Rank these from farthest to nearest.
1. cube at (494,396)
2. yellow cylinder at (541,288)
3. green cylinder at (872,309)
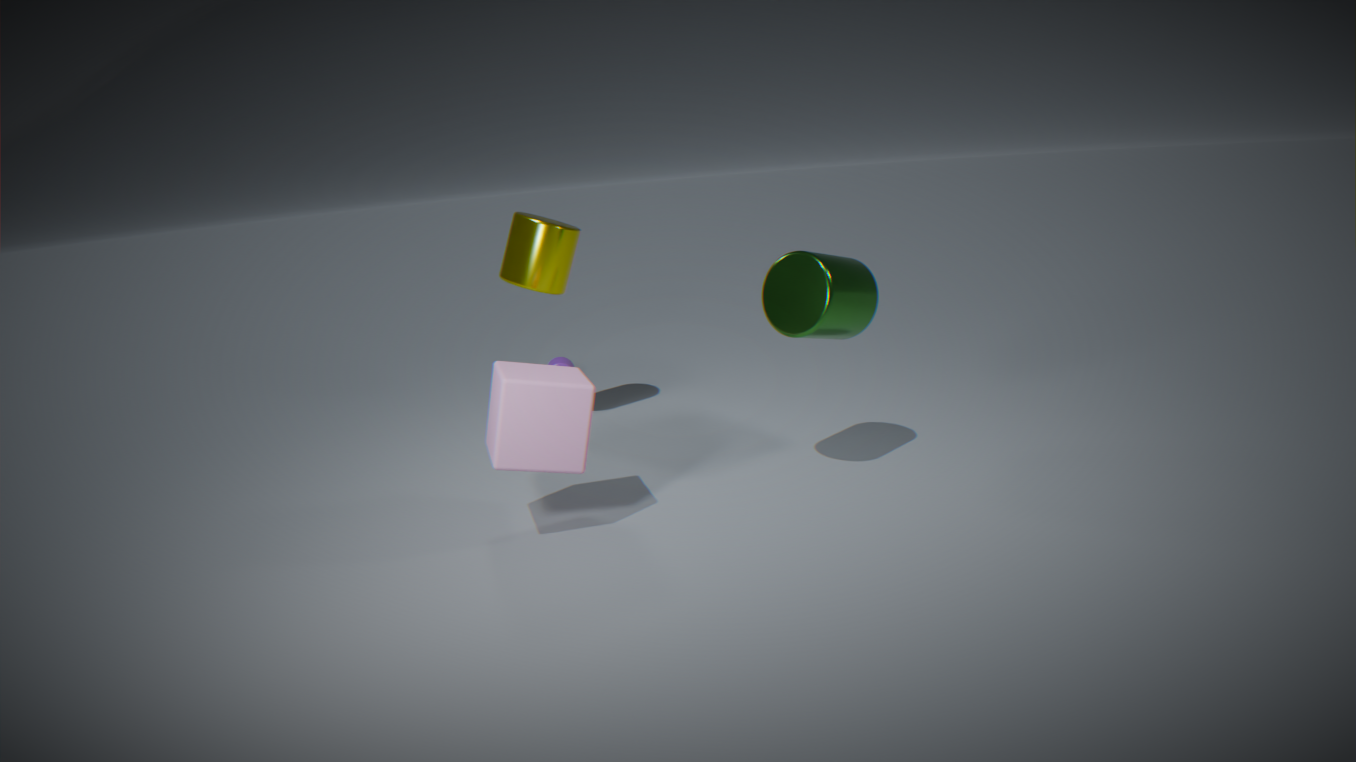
1. yellow cylinder at (541,288)
2. green cylinder at (872,309)
3. cube at (494,396)
